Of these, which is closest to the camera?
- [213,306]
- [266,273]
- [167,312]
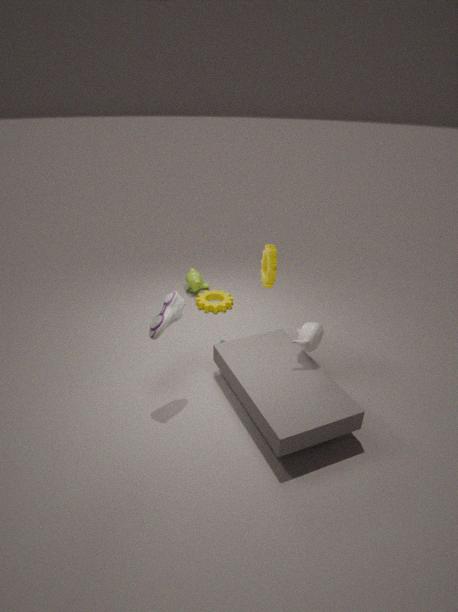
[167,312]
